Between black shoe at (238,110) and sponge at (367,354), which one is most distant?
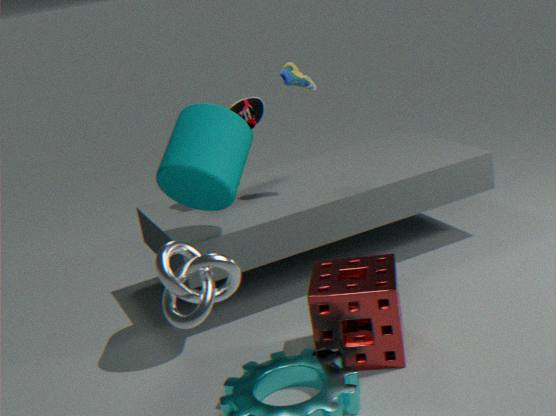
black shoe at (238,110)
